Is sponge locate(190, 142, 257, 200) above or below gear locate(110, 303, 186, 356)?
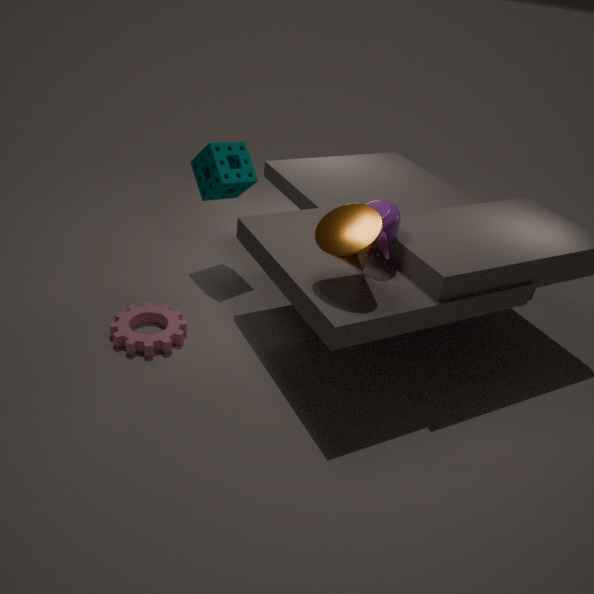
above
